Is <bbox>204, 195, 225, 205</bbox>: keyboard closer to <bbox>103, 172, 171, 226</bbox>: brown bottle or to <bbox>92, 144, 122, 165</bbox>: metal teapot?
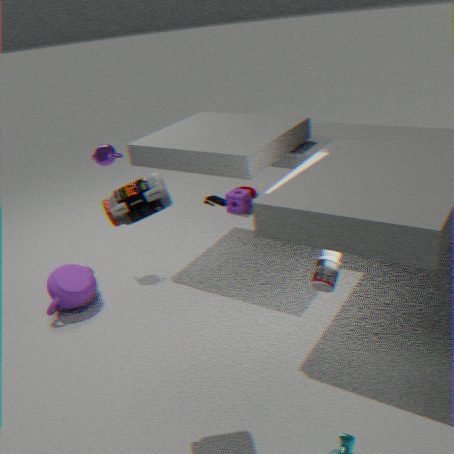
<bbox>92, 144, 122, 165</bbox>: metal teapot
